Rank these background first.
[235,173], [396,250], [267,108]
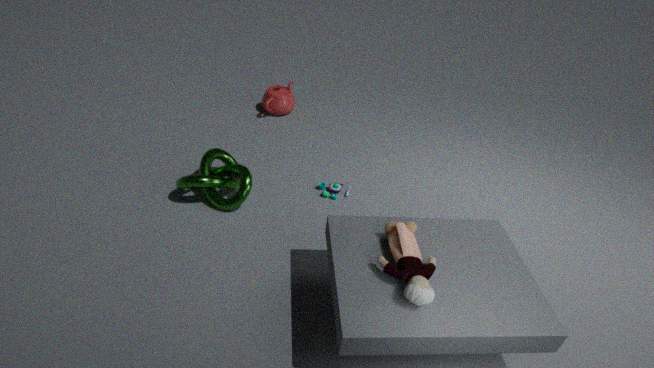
[267,108] → [235,173] → [396,250]
